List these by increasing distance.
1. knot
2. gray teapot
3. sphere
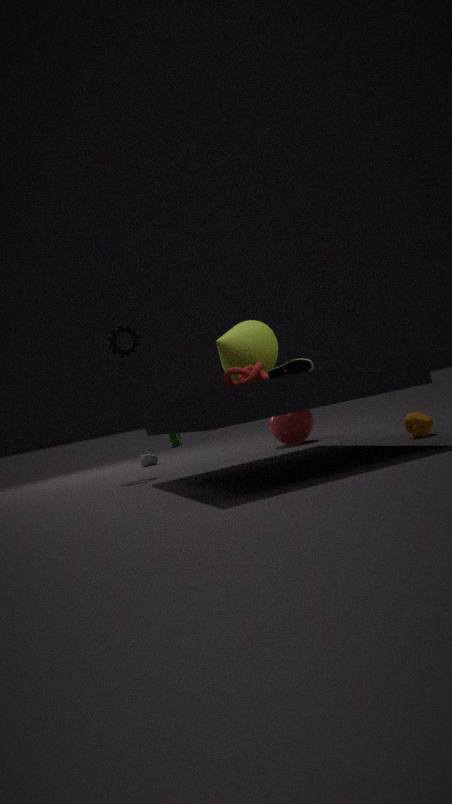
knot, sphere, gray teapot
